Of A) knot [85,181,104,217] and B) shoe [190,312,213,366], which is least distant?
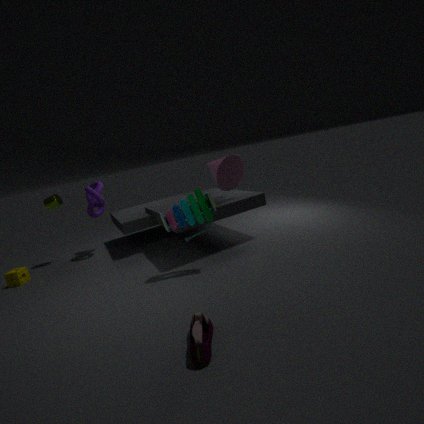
B. shoe [190,312,213,366]
